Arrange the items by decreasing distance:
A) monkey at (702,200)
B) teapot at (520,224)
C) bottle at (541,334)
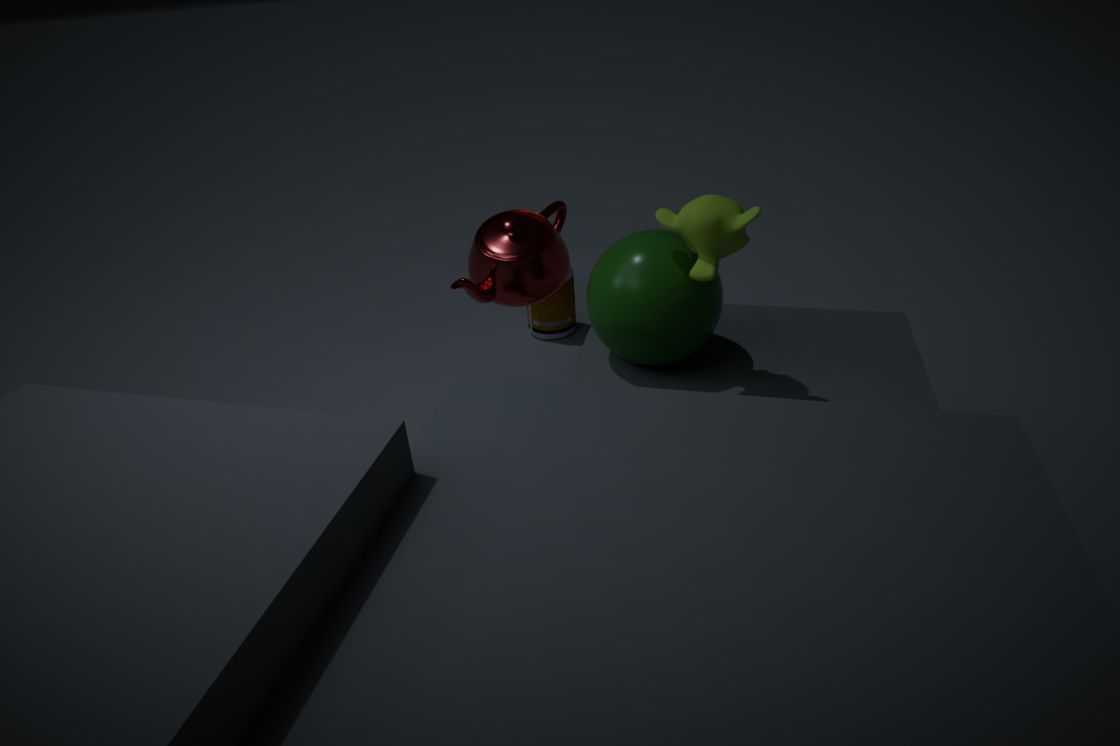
bottle at (541,334) < teapot at (520,224) < monkey at (702,200)
